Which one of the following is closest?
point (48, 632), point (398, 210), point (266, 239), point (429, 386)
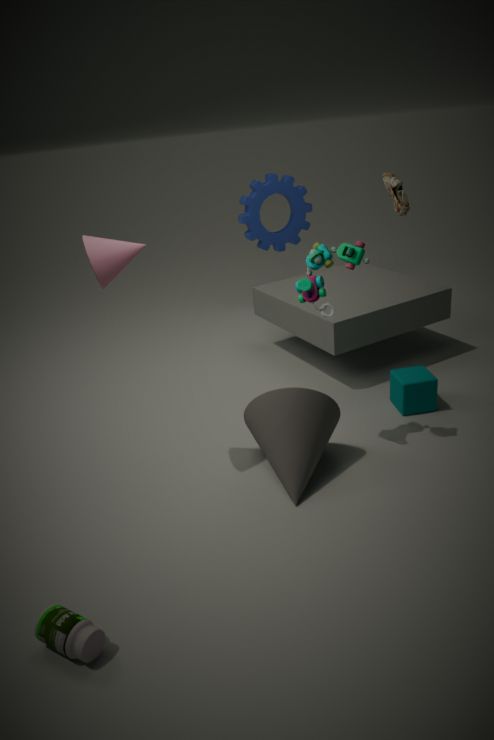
point (48, 632)
